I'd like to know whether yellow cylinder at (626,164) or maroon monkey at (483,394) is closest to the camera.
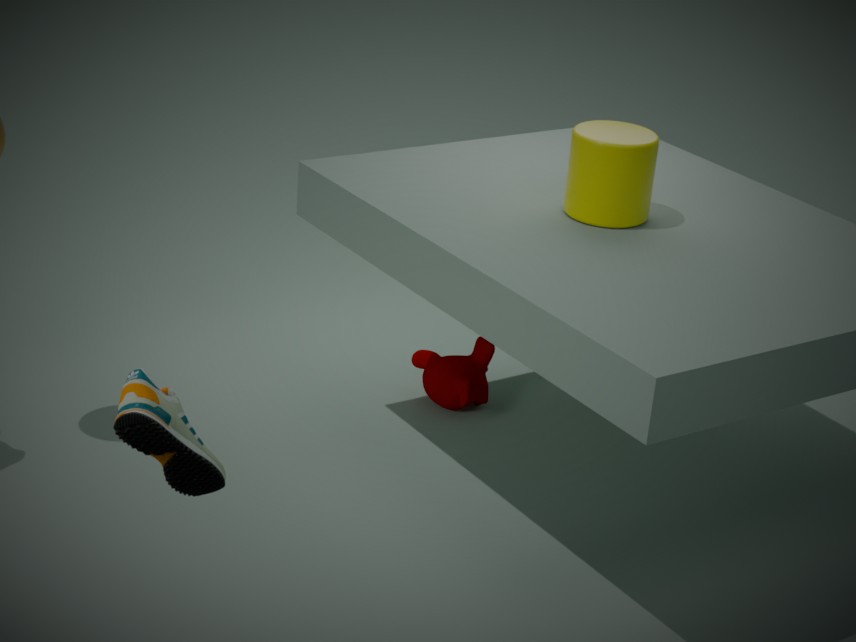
Answer: yellow cylinder at (626,164)
